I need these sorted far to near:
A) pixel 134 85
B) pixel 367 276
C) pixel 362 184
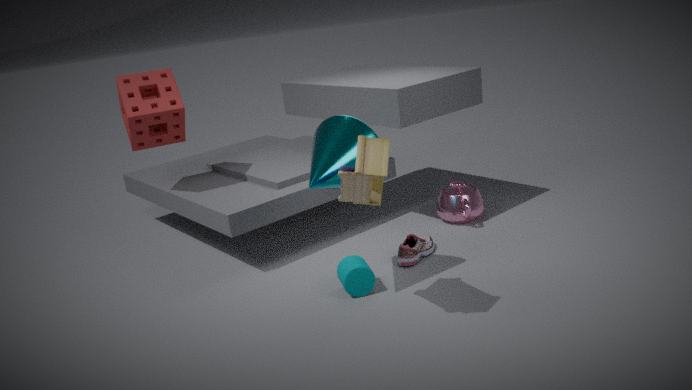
pixel 134 85
pixel 367 276
pixel 362 184
